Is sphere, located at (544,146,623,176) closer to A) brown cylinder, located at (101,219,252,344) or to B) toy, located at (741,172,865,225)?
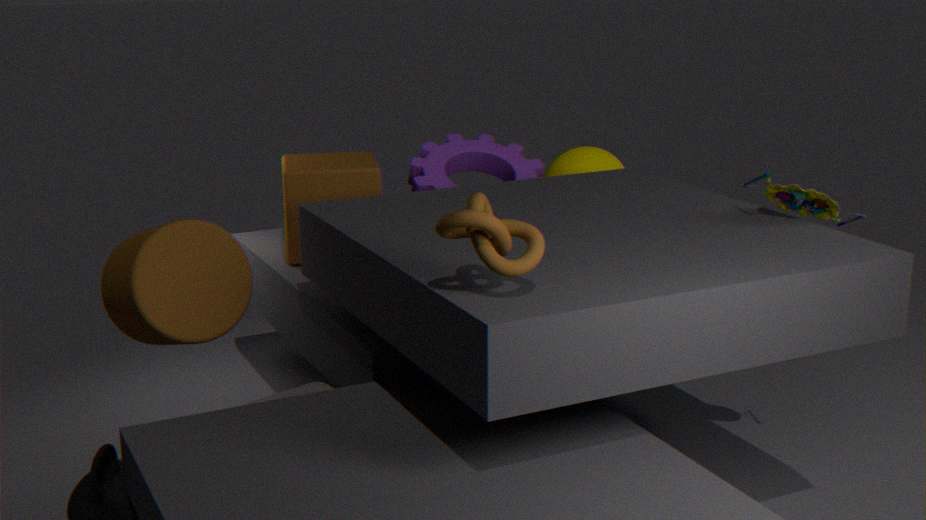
B) toy, located at (741,172,865,225)
